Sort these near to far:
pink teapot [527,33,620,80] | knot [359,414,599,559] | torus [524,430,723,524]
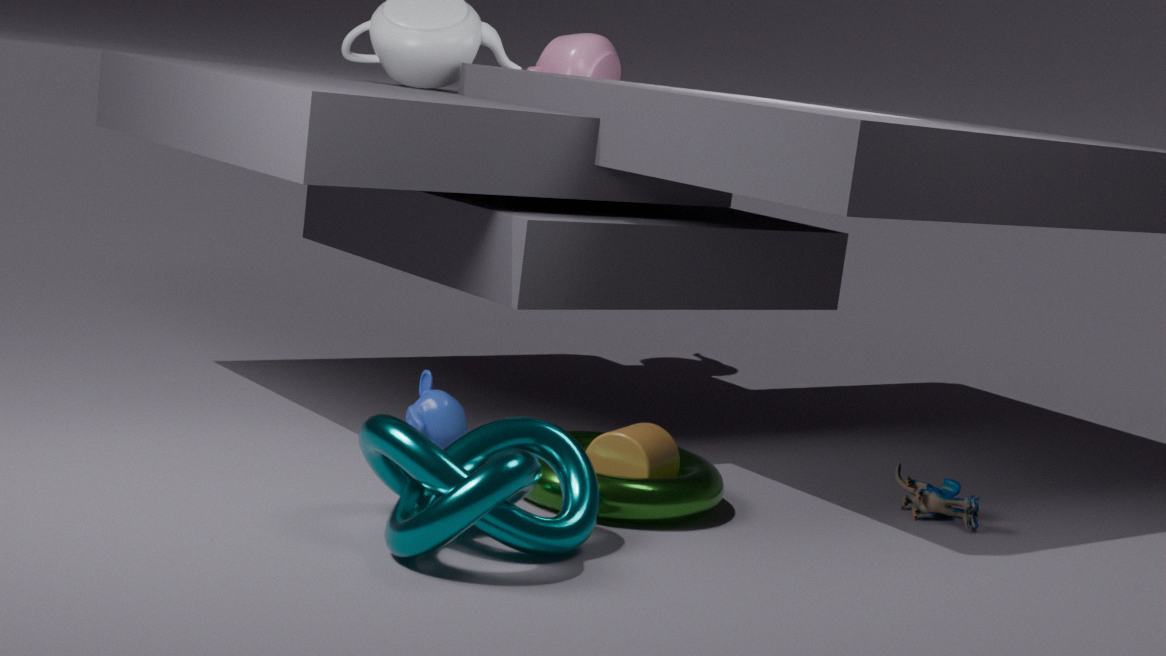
knot [359,414,599,559] → torus [524,430,723,524] → pink teapot [527,33,620,80]
